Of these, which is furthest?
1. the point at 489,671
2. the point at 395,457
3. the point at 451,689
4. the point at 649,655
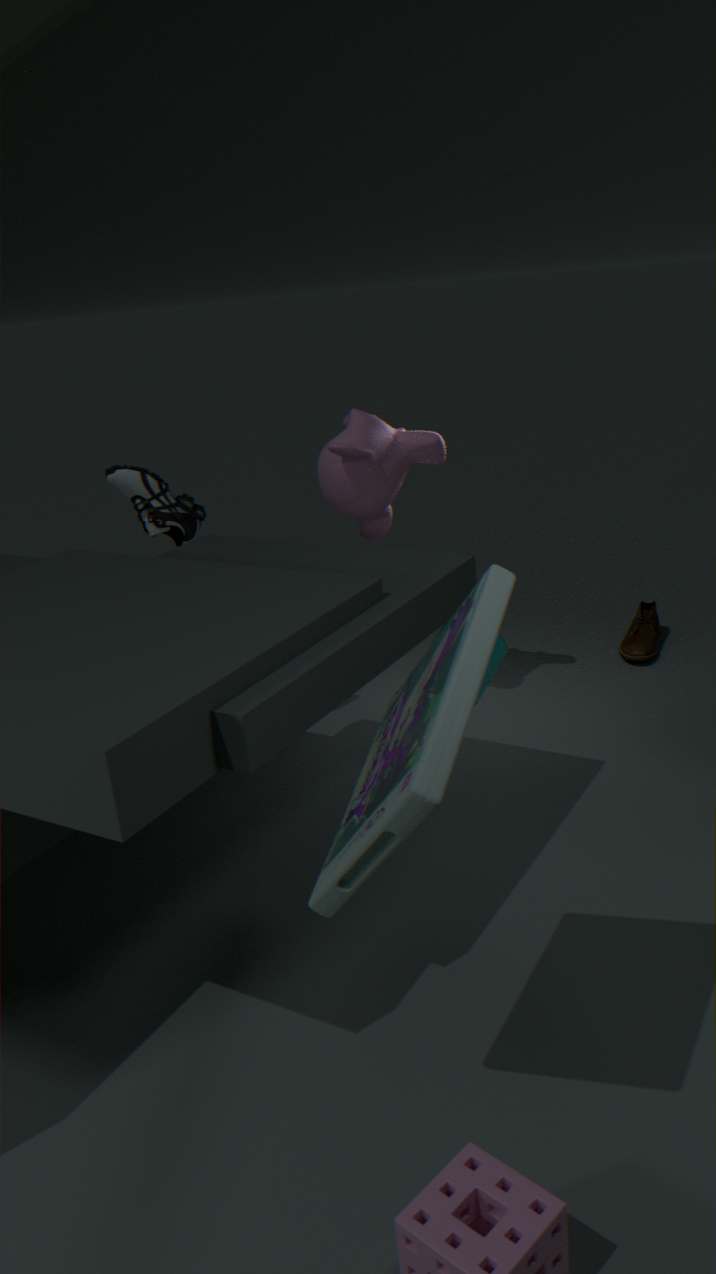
the point at 649,655
